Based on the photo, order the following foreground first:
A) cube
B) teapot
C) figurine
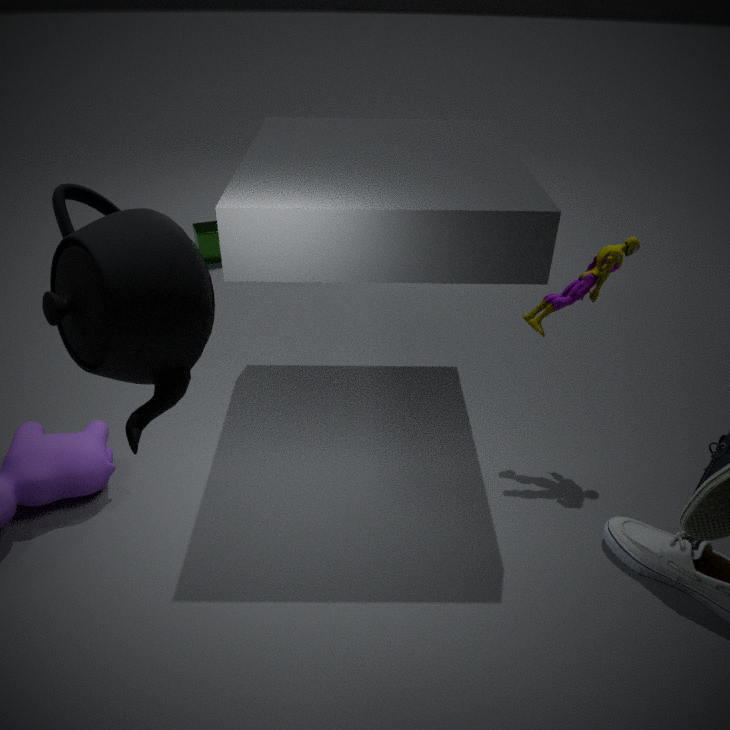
teapot → figurine → cube
